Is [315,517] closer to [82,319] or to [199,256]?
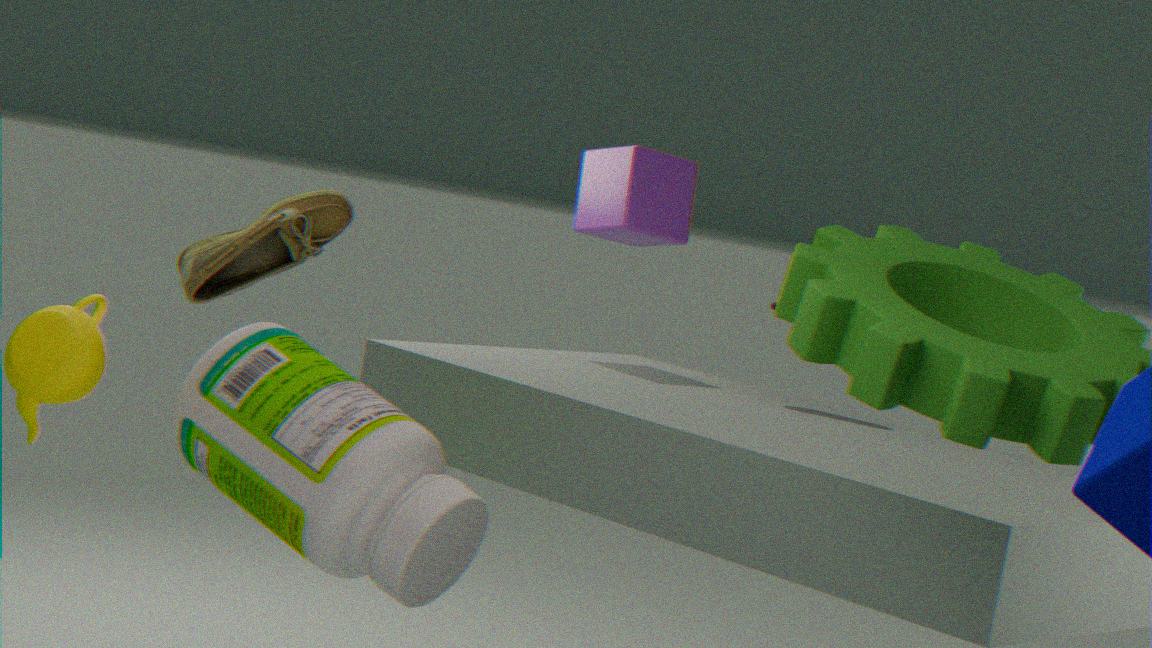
[82,319]
